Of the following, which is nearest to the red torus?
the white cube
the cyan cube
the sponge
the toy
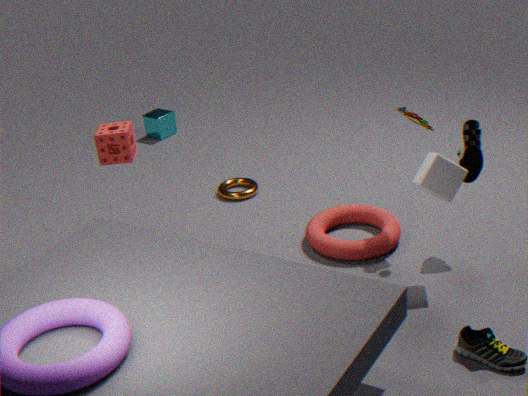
the white cube
